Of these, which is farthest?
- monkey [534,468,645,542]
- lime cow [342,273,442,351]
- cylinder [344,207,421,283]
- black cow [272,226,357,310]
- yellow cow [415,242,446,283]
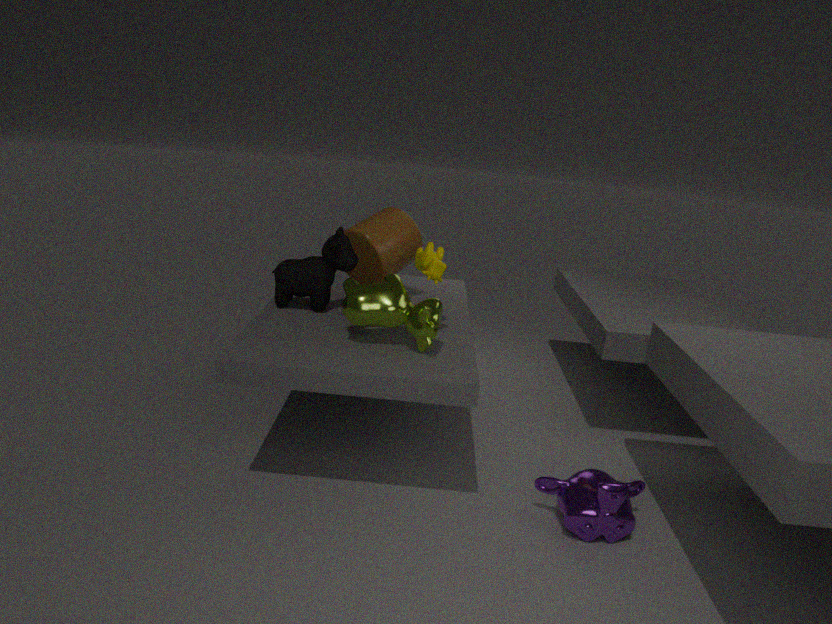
cylinder [344,207,421,283]
